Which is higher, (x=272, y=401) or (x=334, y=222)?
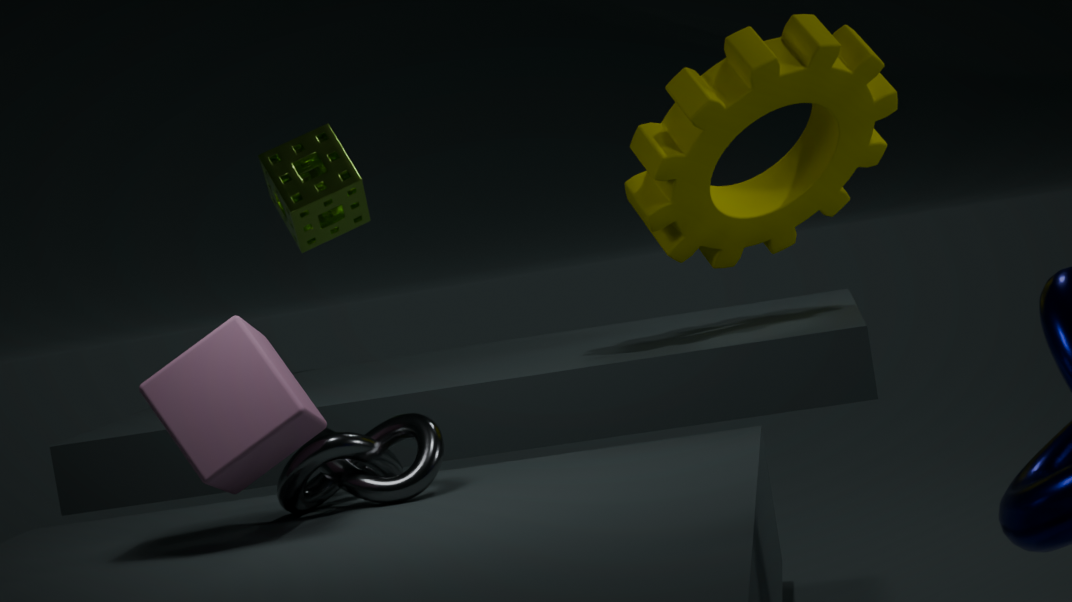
(x=334, y=222)
